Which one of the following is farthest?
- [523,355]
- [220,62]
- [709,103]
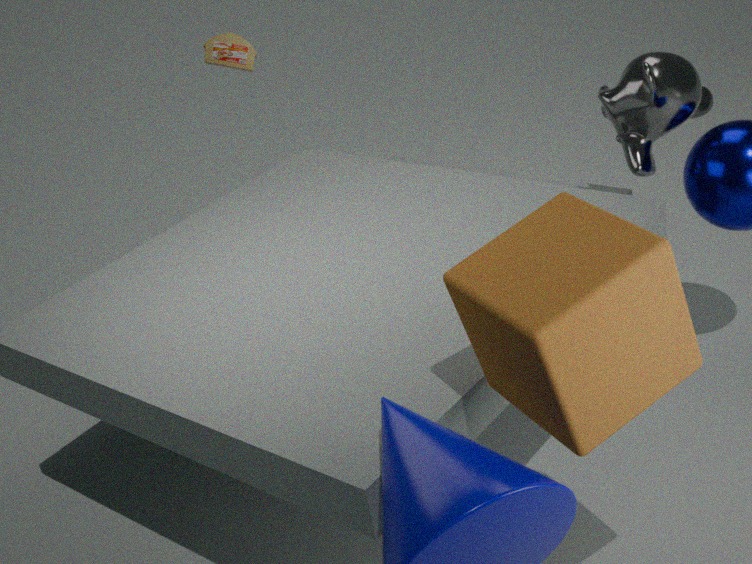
[220,62]
